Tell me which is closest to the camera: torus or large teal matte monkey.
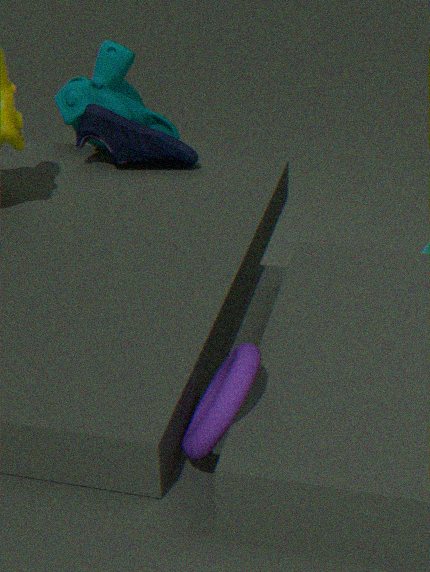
torus
